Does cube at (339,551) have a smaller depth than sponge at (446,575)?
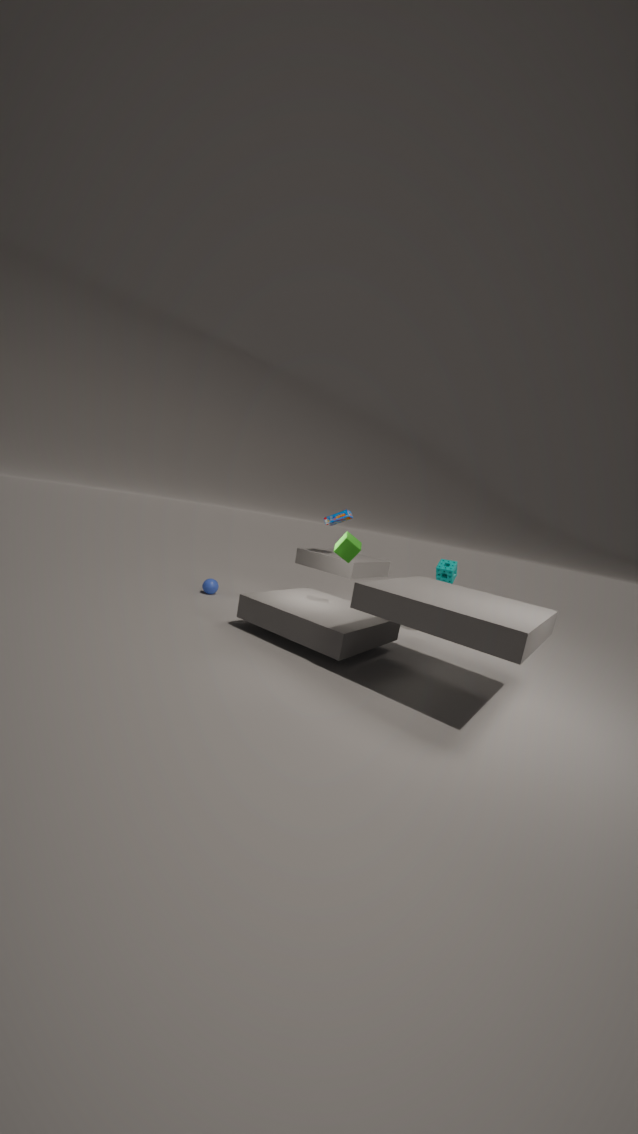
Yes
